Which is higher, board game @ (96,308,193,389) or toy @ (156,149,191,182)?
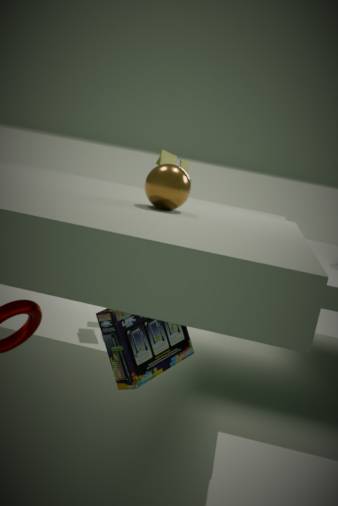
toy @ (156,149,191,182)
